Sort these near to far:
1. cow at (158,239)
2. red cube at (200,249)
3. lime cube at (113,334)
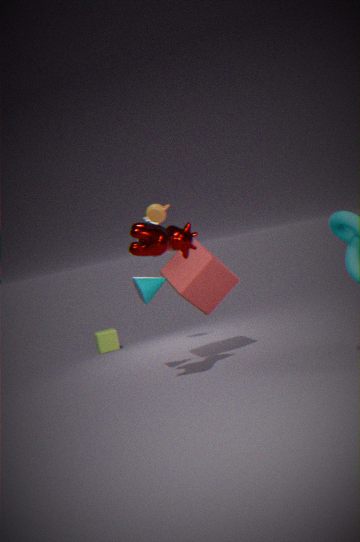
cow at (158,239) → red cube at (200,249) → lime cube at (113,334)
